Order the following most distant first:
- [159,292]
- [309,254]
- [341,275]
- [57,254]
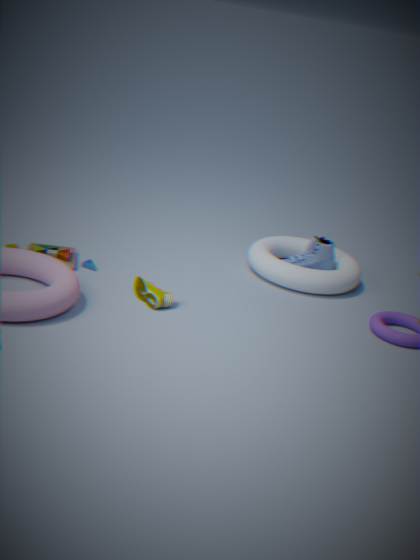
[309,254] < [341,275] < [57,254] < [159,292]
